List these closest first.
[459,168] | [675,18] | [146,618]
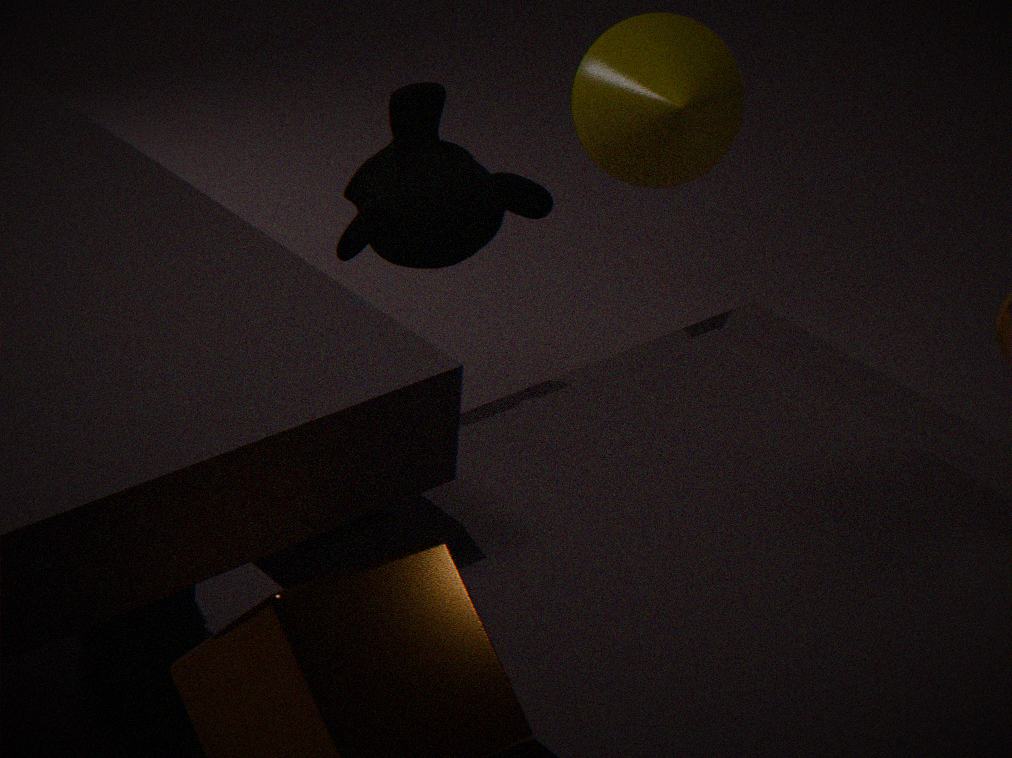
1. [146,618]
2. [459,168]
3. [675,18]
